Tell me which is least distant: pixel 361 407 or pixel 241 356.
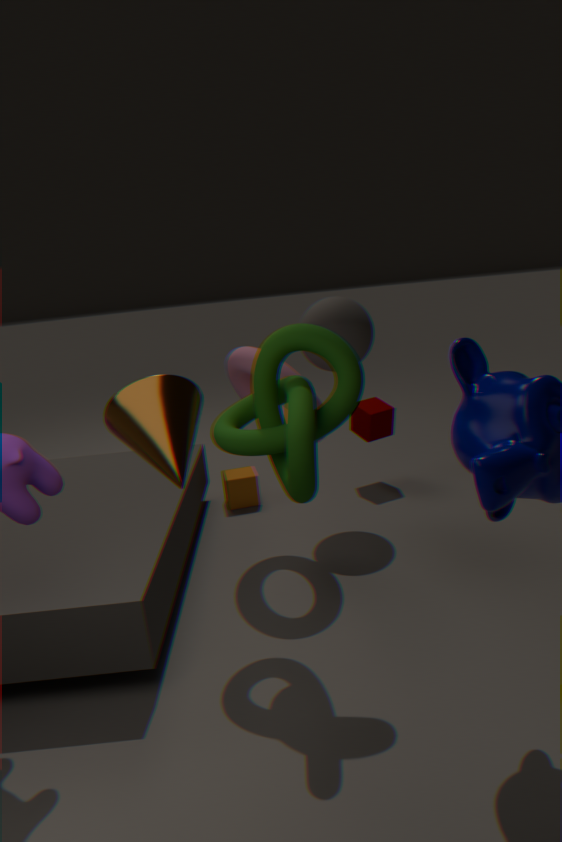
pixel 241 356
